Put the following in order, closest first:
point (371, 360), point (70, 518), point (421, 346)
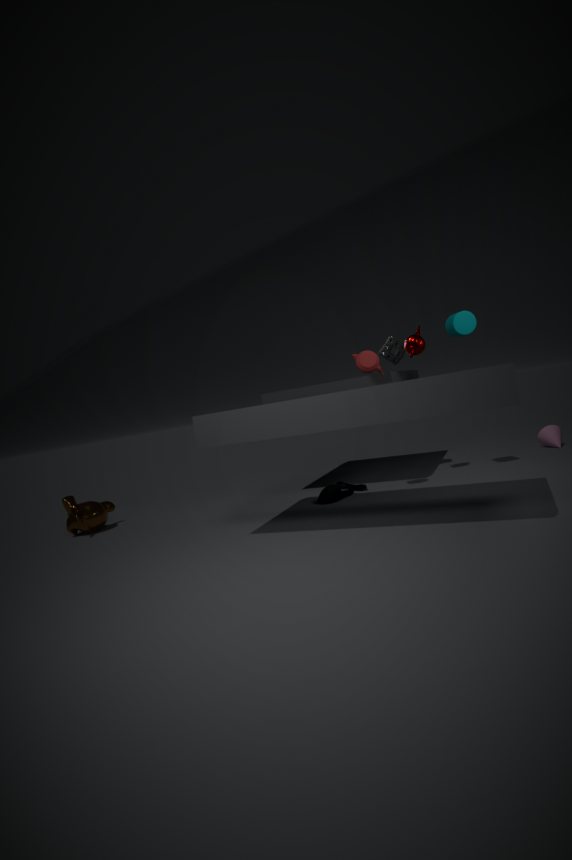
point (371, 360)
point (421, 346)
point (70, 518)
